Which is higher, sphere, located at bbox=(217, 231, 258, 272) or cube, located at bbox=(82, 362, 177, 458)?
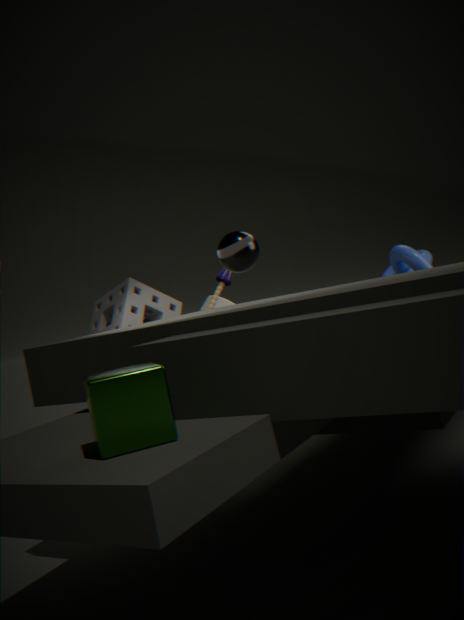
sphere, located at bbox=(217, 231, 258, 272)
